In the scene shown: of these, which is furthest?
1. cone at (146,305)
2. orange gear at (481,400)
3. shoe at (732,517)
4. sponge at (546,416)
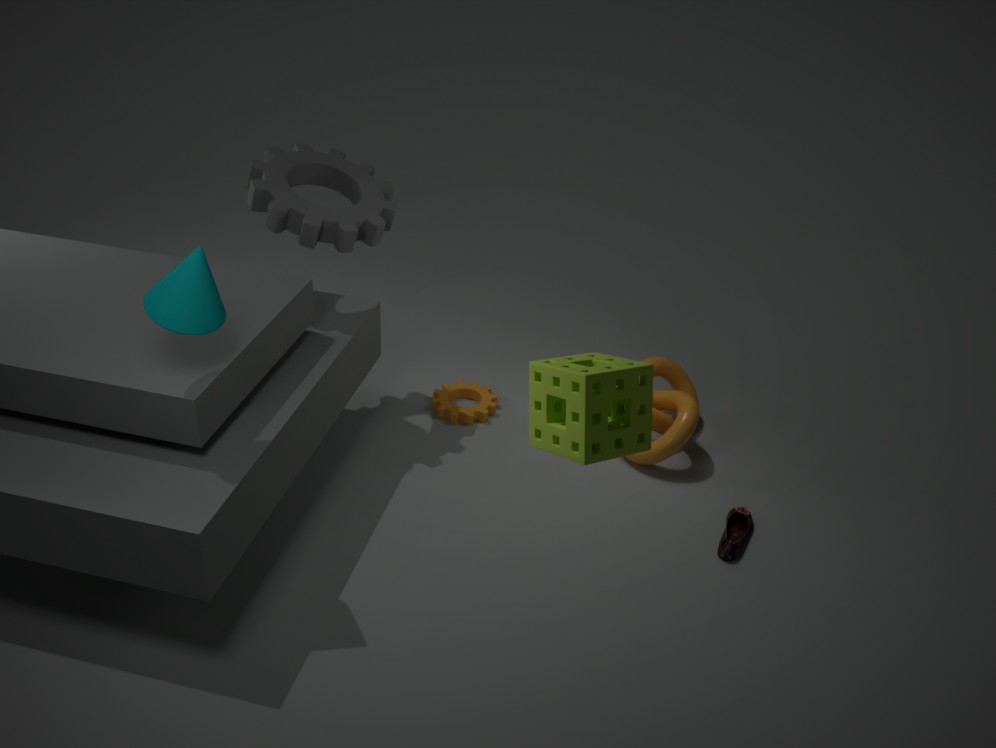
orange gear at (481,400)
